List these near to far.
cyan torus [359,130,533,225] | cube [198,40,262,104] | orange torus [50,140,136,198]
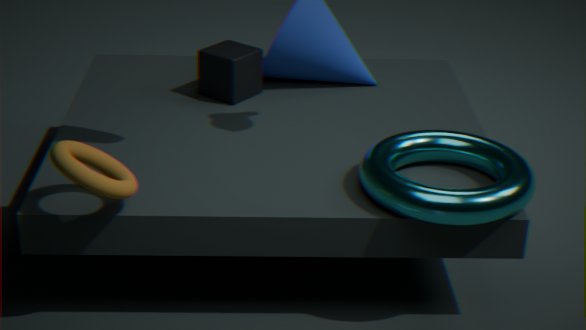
orange torus [50,140,136,198]
cyan torus [359,130,533,225]
cube [198,40,262,104]
